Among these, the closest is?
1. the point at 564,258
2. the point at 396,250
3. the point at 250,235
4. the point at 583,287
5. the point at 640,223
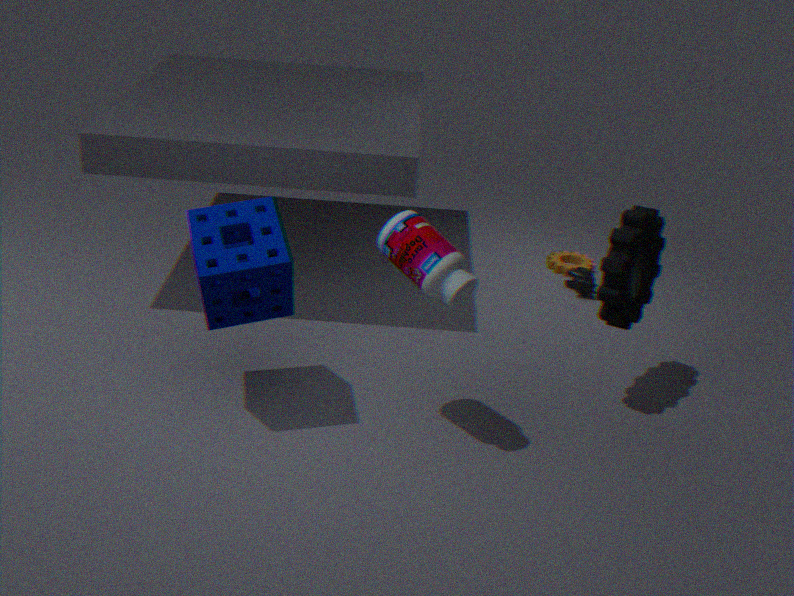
the point at 396,250
